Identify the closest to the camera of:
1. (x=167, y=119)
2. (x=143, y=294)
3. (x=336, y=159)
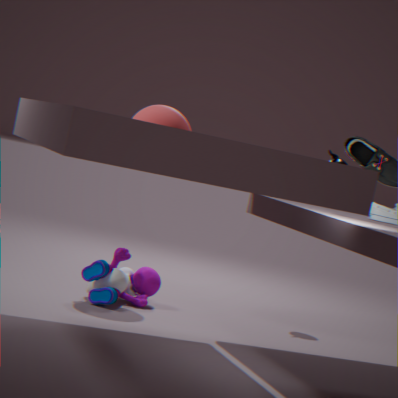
(x=167, y=119)
